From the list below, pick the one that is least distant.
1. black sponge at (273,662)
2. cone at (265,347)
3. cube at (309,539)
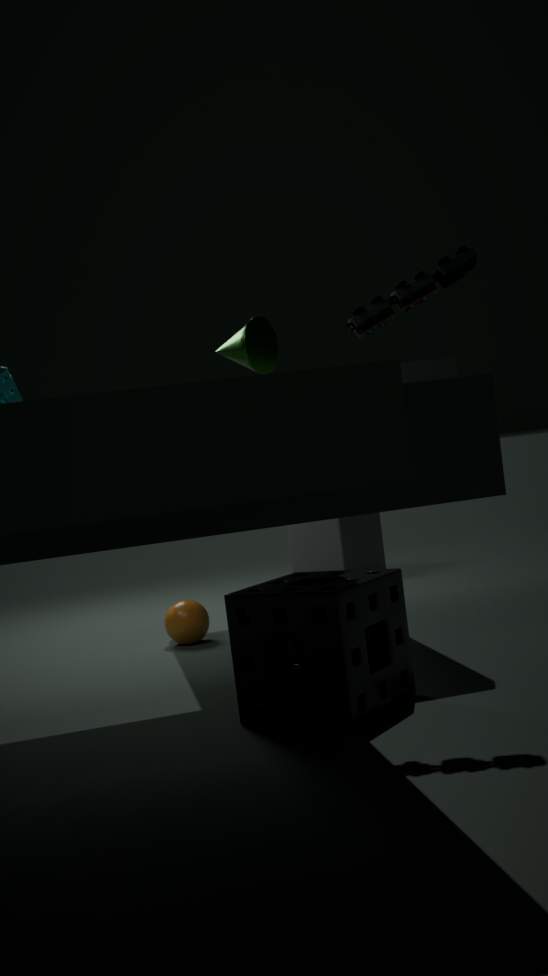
black sponge at (273,662)
